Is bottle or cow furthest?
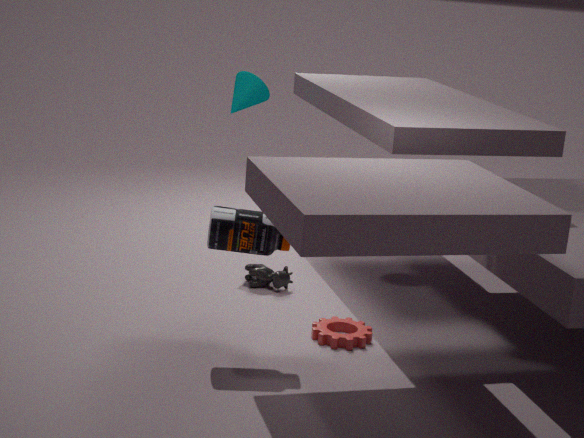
cow
